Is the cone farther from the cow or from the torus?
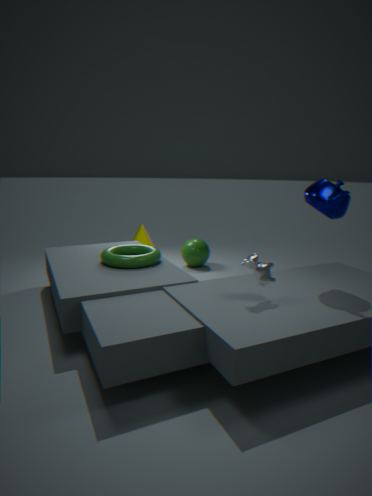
the cow
